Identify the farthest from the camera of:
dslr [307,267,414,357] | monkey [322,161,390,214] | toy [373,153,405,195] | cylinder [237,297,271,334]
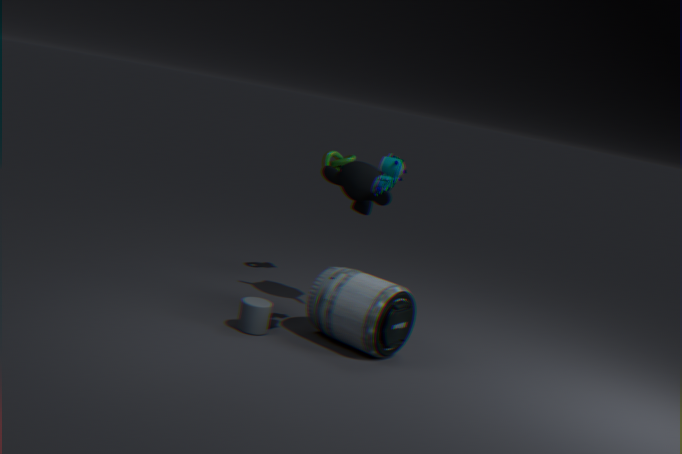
monkey [322,161,390,214]
